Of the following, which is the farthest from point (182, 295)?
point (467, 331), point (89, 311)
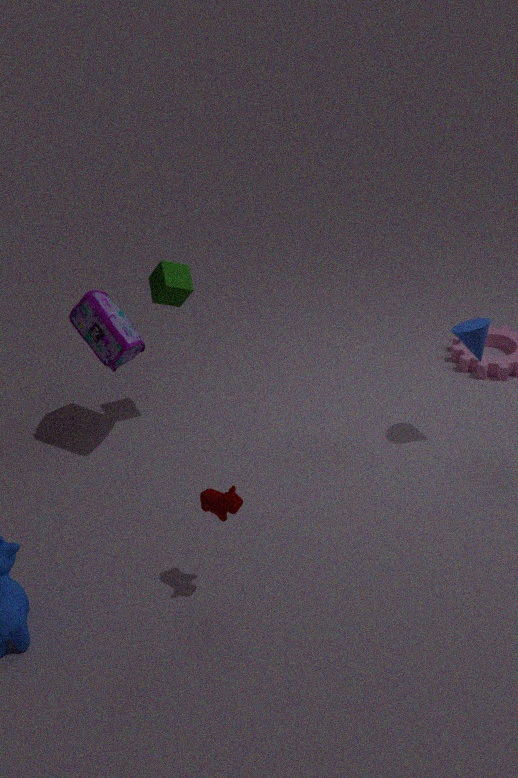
point (467, 331)
